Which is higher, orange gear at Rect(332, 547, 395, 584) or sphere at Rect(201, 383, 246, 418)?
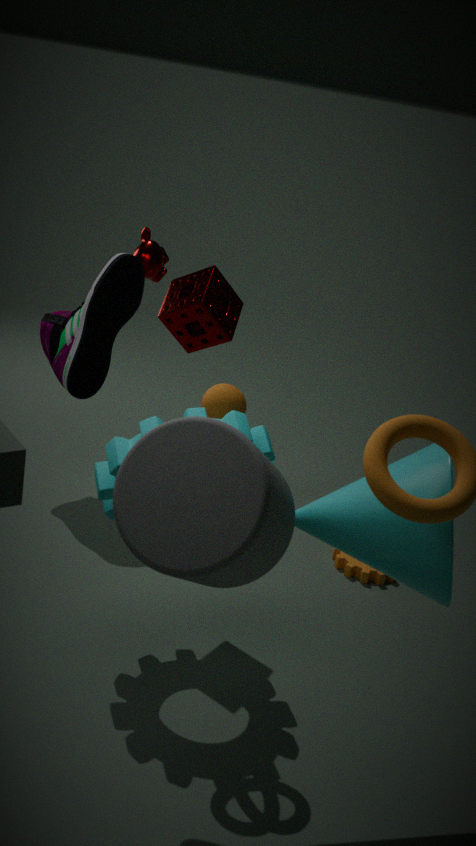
sphere at Rect(201, 383, 246, 418)
